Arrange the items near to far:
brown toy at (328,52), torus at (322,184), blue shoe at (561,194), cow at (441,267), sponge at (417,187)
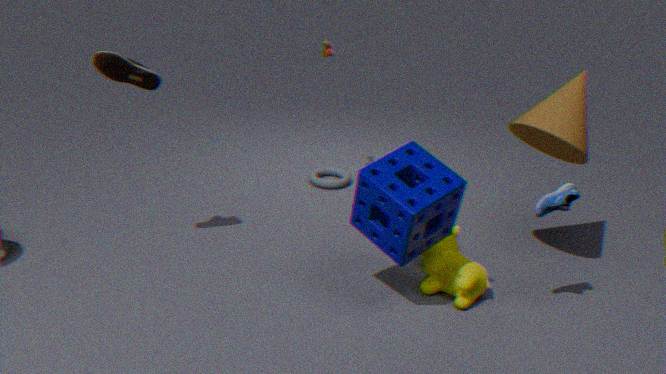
sponge at (417,187) < blue shoe at (561,194) < cow at (441,267) < brown toy at (328,52) < torus at (322,184)
